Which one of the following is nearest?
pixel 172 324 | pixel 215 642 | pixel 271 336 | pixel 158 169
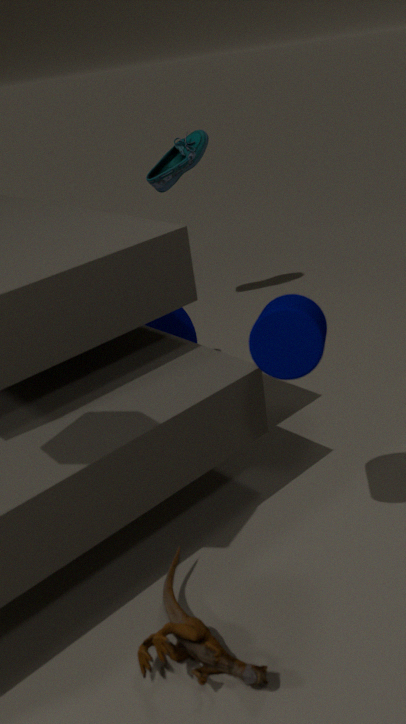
pixel 215 642
